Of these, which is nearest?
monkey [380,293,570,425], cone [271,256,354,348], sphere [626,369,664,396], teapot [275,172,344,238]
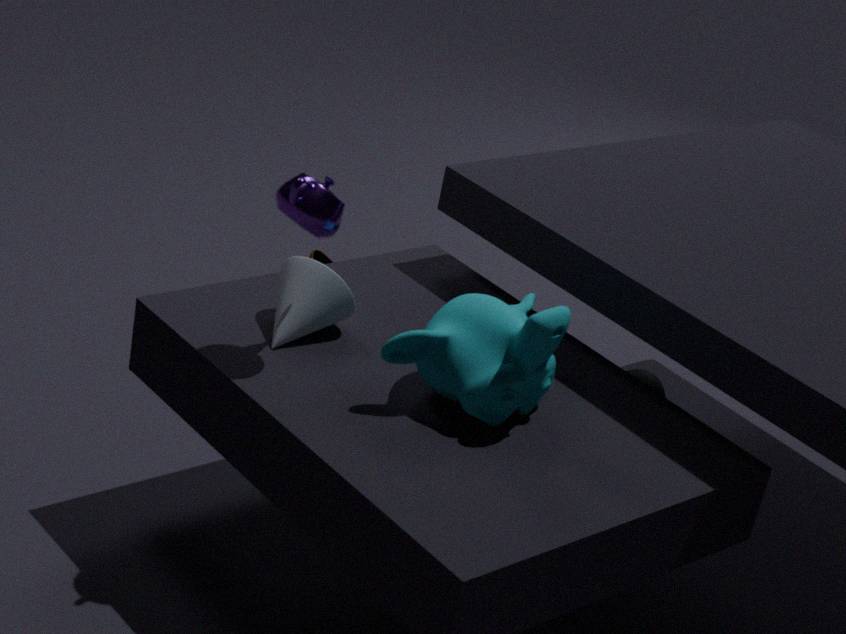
teapot [275,172,344,238]
